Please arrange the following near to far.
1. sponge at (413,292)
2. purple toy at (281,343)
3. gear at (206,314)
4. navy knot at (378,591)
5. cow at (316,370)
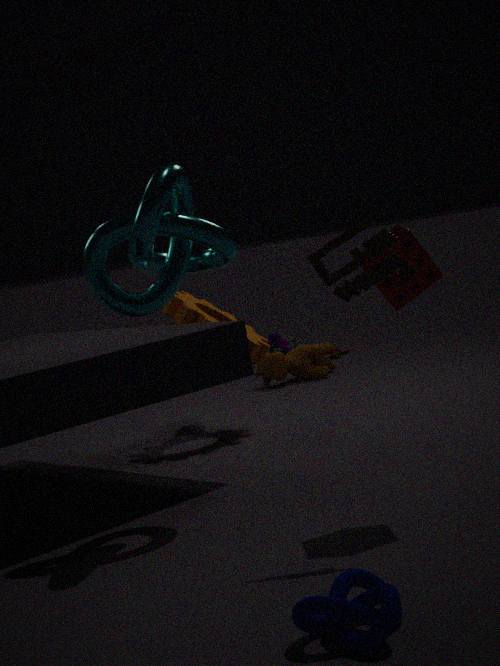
1. navy knot at (378,591)
2. sponge at (413,292)
3. gear at (206,314)
4. cow at (316,370)
5. purple toy at (281,343)
